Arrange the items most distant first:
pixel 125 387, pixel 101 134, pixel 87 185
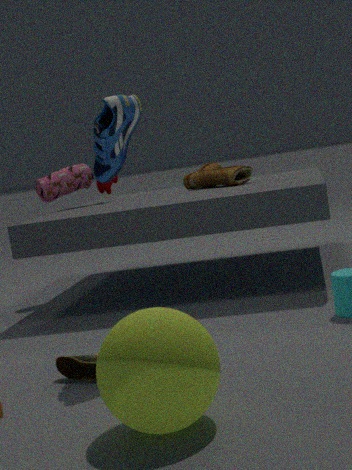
pixel 87 185 → pixel 101 134 → pixel 125 387
